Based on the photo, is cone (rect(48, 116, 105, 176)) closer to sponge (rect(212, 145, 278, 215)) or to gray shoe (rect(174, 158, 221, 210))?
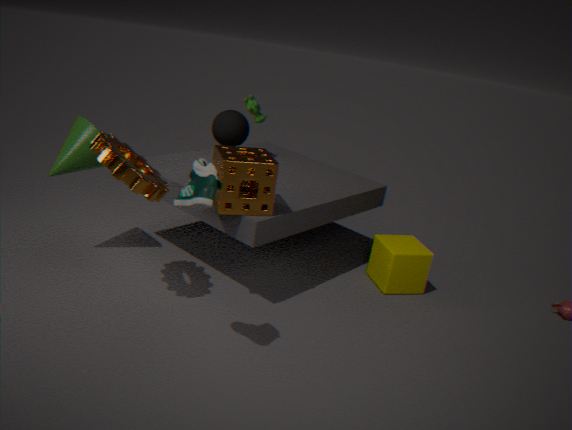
sponge (rect(212, 145, 278, 215))
